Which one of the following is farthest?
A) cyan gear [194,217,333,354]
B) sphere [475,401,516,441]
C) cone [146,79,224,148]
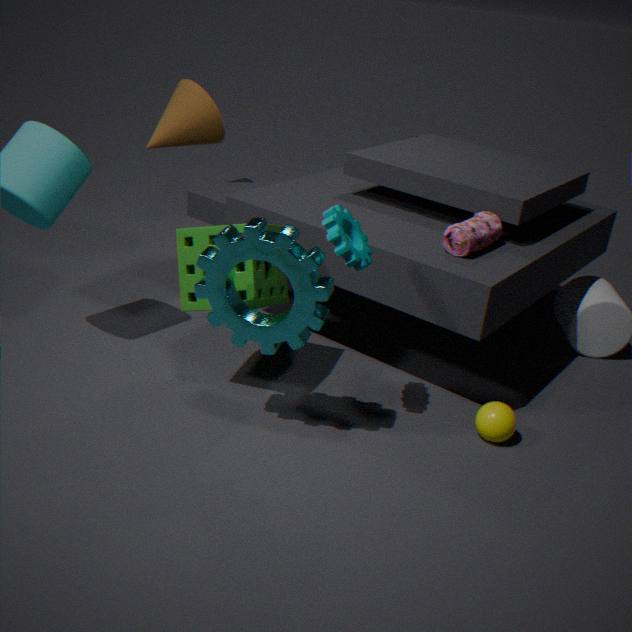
cone [146,79,224,148]
